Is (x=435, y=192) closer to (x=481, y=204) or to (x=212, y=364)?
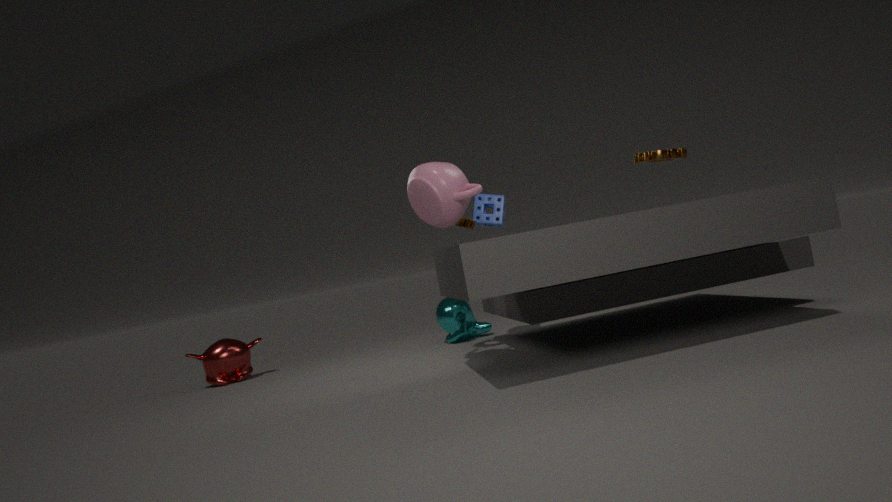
(x=481, y=204)
